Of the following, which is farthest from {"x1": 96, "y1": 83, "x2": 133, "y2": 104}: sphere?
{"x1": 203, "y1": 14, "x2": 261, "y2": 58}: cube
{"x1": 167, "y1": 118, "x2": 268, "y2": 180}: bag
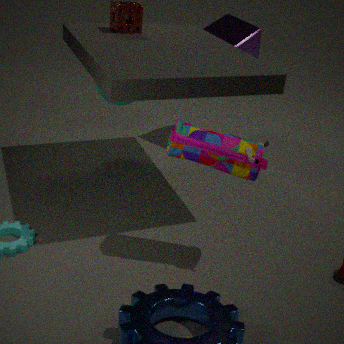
{"x1": 167, "y1": 118, "x2": 268, "y2": 180}: bag
